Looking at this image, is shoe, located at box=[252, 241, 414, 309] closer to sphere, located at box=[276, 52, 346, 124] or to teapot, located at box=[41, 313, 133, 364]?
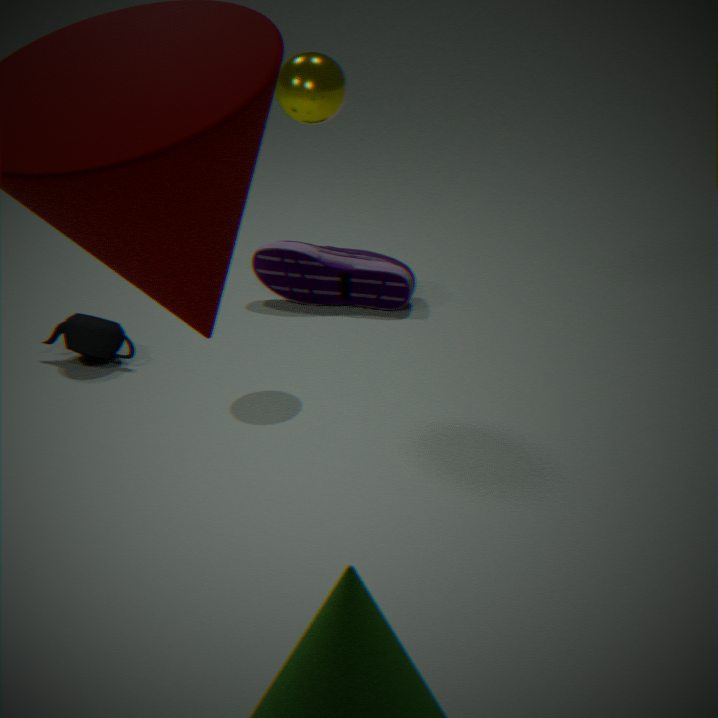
teapot, located at box=[41, 313, 133, 364]
